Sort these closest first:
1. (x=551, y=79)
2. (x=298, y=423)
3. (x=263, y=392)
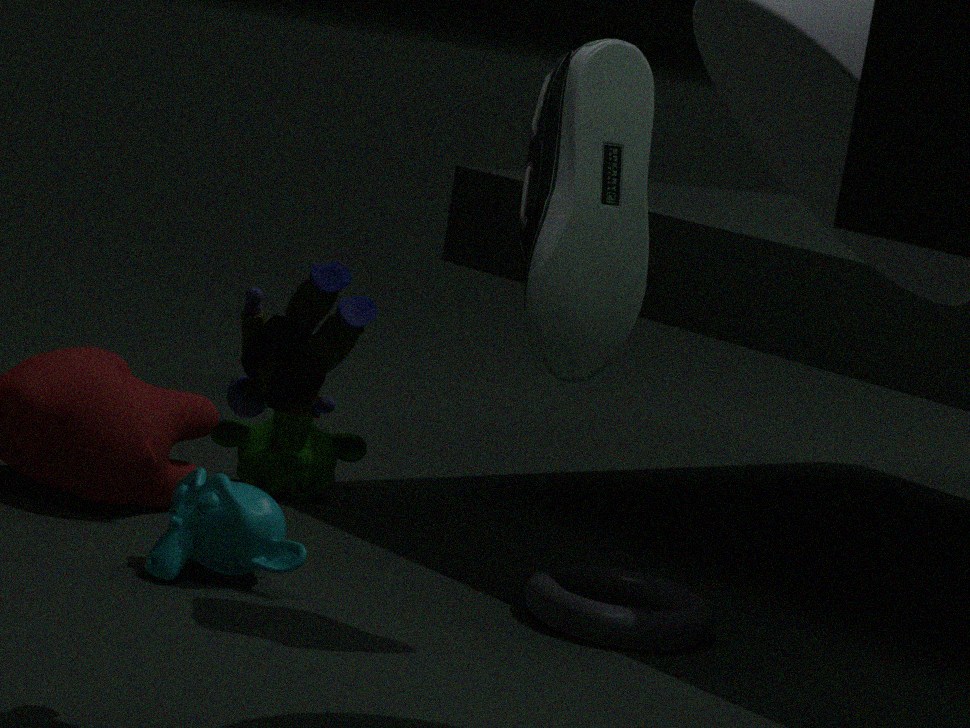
(x=263, y=392) < (x=551, y=79) < (x=298, y=423)
